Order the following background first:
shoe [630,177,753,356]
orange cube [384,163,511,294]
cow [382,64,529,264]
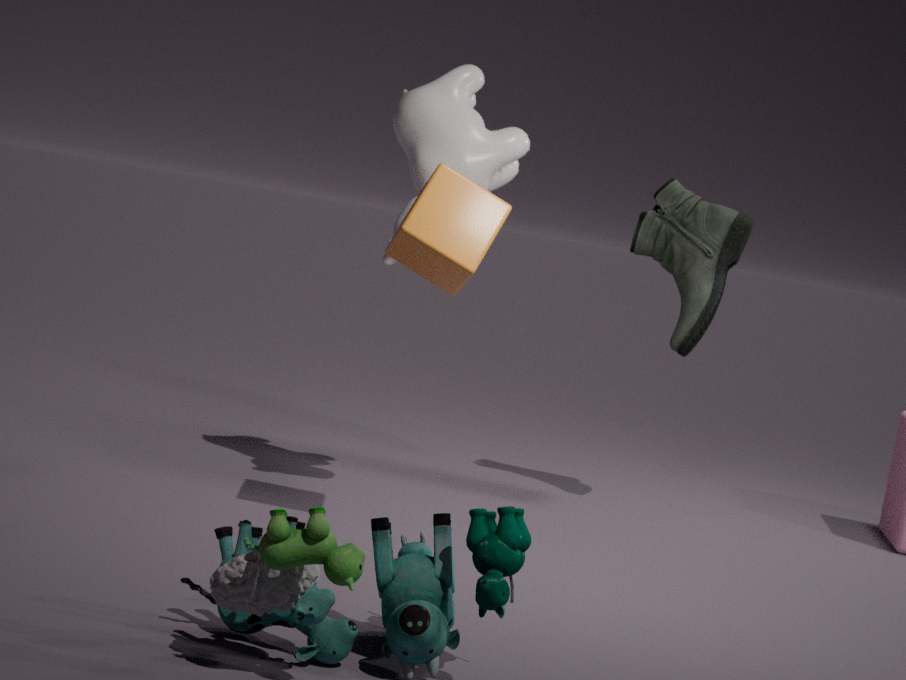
shoe [630,177,753,356]
cow [382,64,529,264]
orange cube [384,163,511,294]
